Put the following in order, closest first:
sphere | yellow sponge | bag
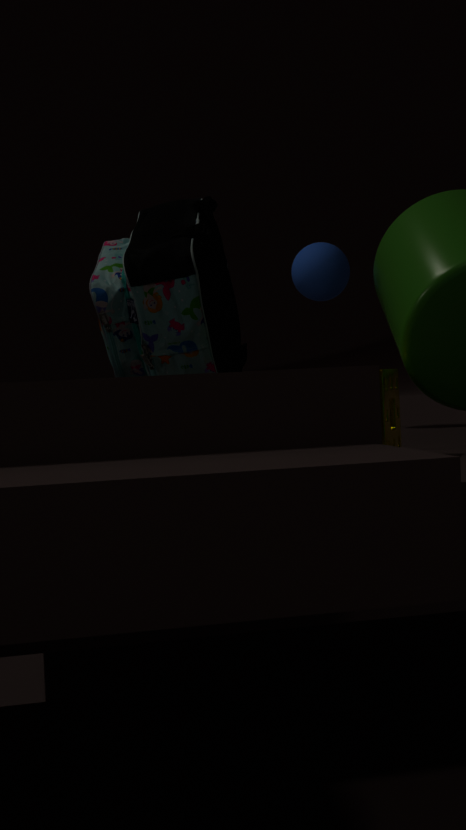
1. yellow sponge
2. bag
3. sphere
